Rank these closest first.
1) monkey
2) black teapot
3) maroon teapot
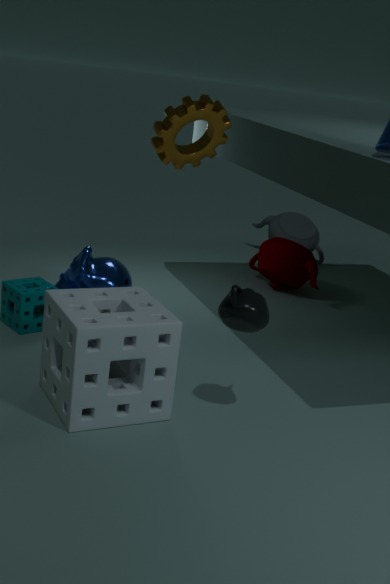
2. black teapot → 1. monkey → 3. maroon teapot
